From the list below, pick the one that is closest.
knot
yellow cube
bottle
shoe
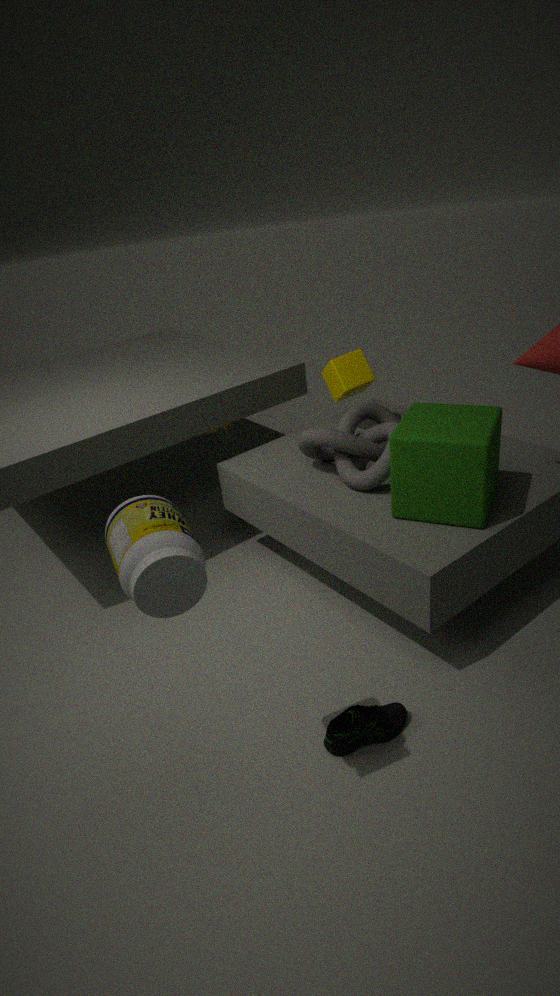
bottle
